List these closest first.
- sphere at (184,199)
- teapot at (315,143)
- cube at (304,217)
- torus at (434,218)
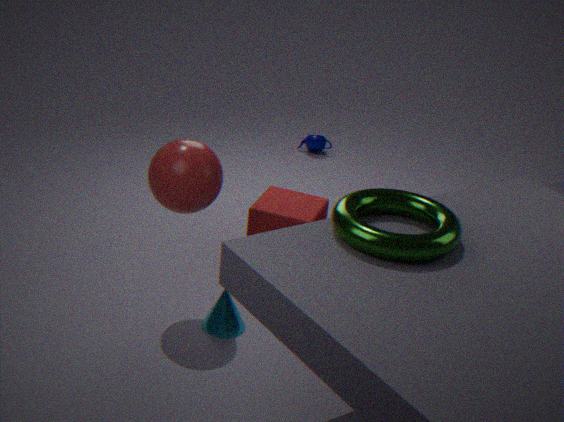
torus at (434,218)
sphere at (184,199)
cube at (304,217)
teapot at (315,143)
